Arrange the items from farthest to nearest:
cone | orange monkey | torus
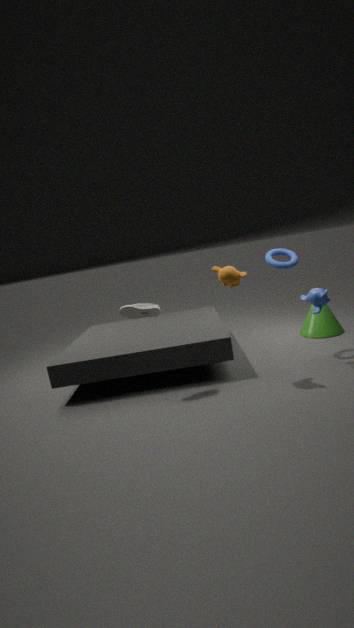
cone → torus → orange monkey
